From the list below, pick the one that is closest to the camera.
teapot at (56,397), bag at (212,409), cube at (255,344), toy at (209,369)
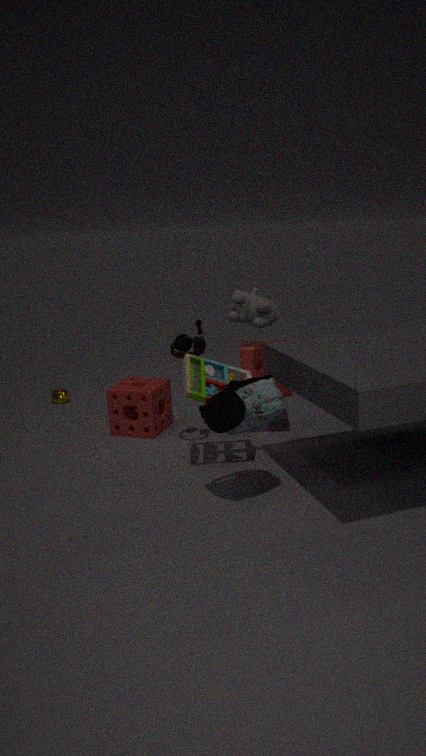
bag at (212,409)
